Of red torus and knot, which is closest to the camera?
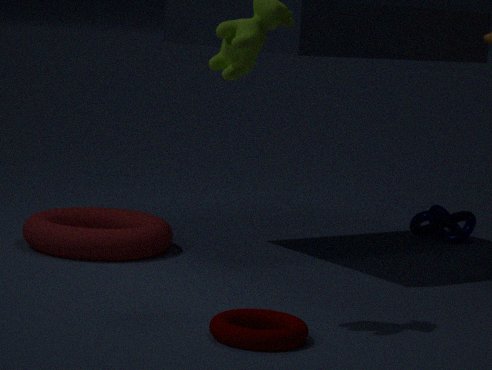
red torus
